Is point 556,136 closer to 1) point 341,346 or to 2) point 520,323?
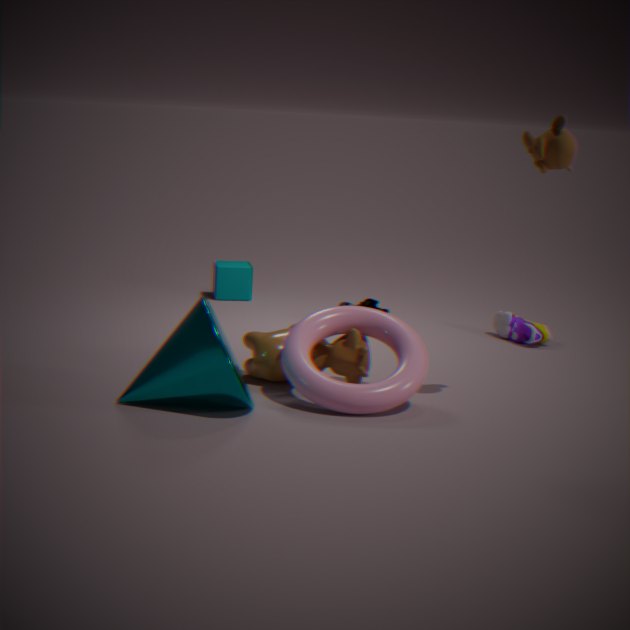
1) point 341,346
